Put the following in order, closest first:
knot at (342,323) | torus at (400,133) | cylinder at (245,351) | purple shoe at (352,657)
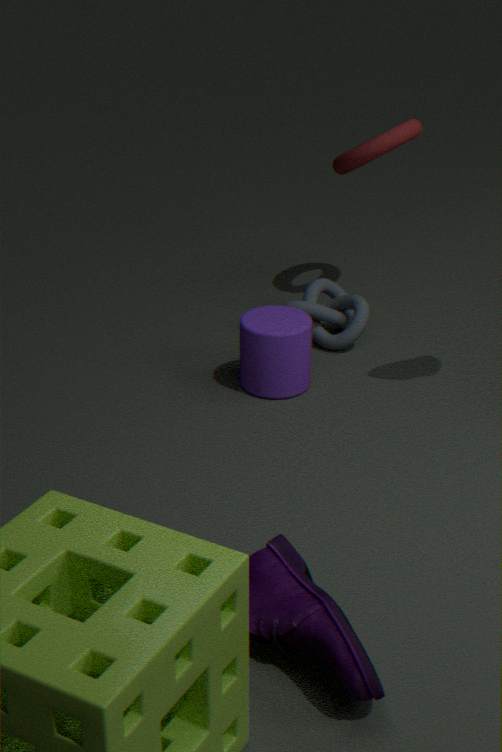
purple shoe at (352,657) → cylinder at (245,351) → knot at (342,323) → torus at (400,133)
